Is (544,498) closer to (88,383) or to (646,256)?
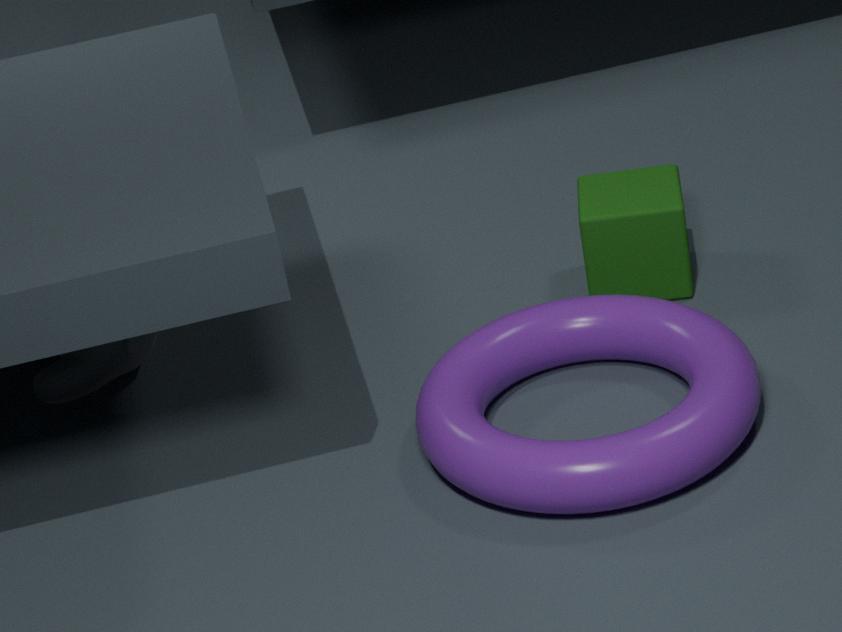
(646,256)
